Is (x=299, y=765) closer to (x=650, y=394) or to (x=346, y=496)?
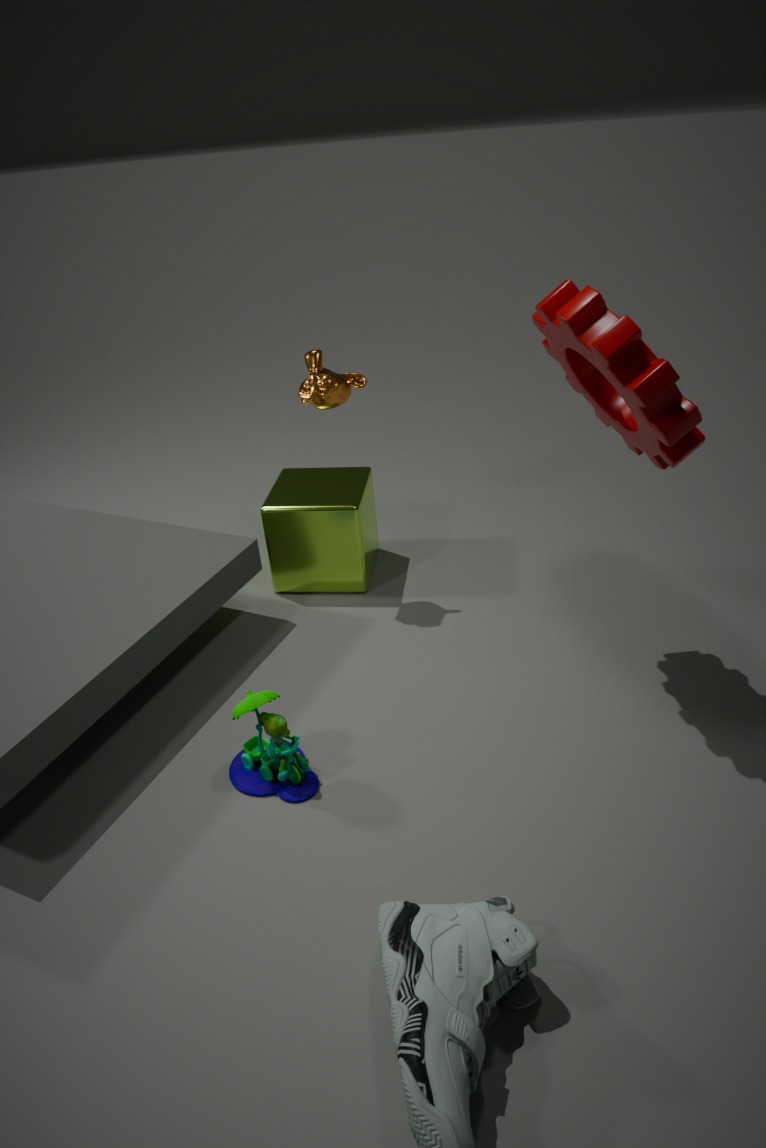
(x=346, y=496)
